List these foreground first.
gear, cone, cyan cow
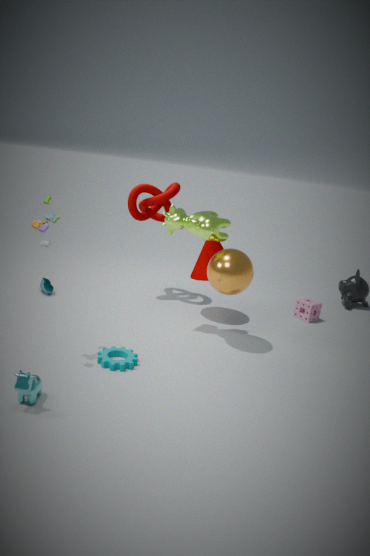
Answer: cyan cow
gear
cone
